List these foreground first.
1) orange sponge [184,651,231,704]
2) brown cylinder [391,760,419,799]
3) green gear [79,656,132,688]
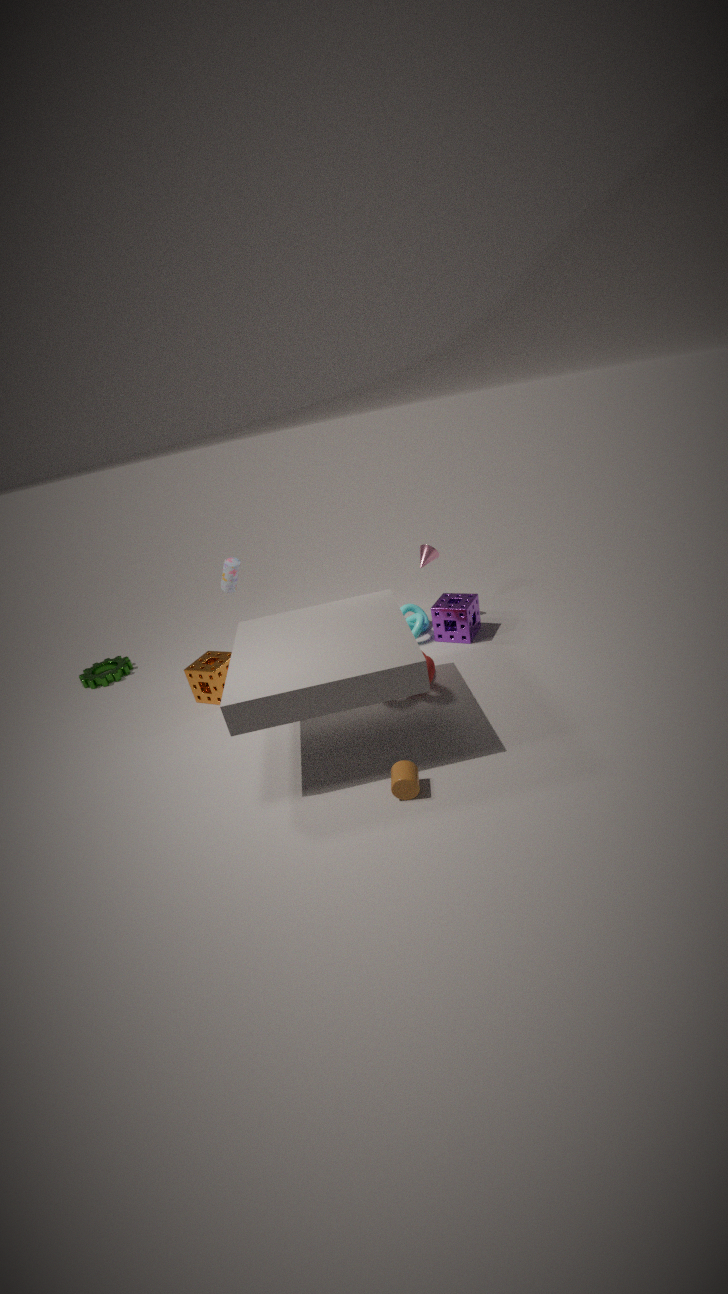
2. brown cylinder [391,760,419,799]
1. orange sponge [184,651,231,704]
3. green gear [79,656,132,688]
